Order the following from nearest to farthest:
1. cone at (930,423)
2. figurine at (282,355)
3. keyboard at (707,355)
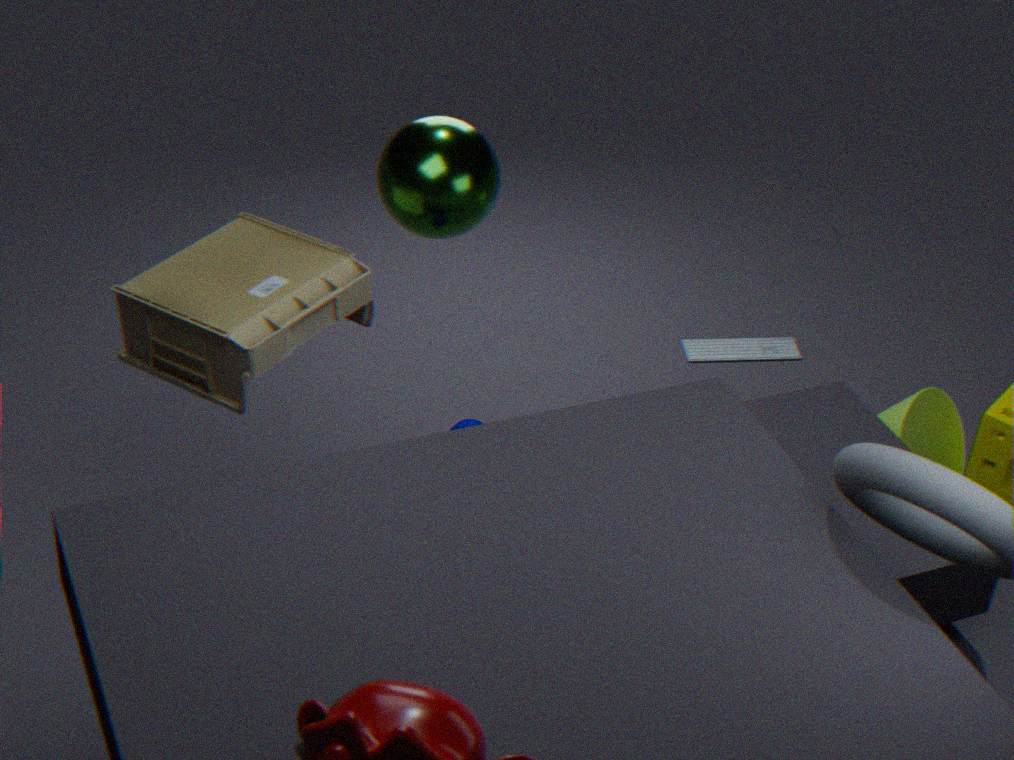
figurine at (282,355) → cone at (930,423) → keyboard at (707,355)
